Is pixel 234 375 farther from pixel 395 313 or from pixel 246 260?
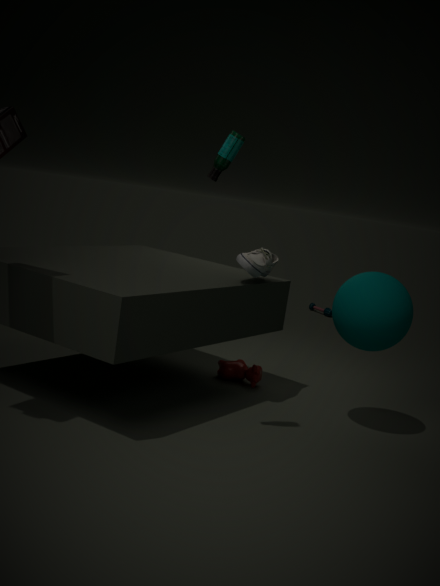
pixel 395 313
